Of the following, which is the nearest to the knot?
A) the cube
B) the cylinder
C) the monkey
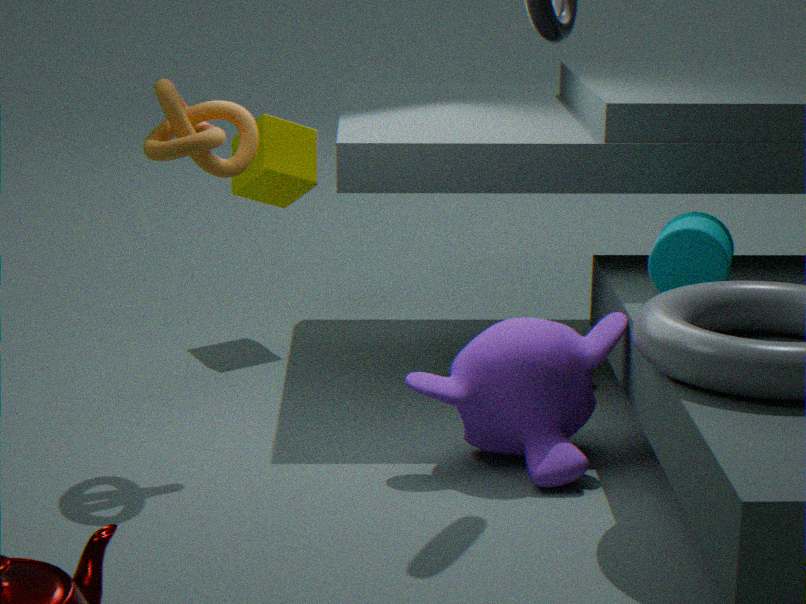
the monkey
